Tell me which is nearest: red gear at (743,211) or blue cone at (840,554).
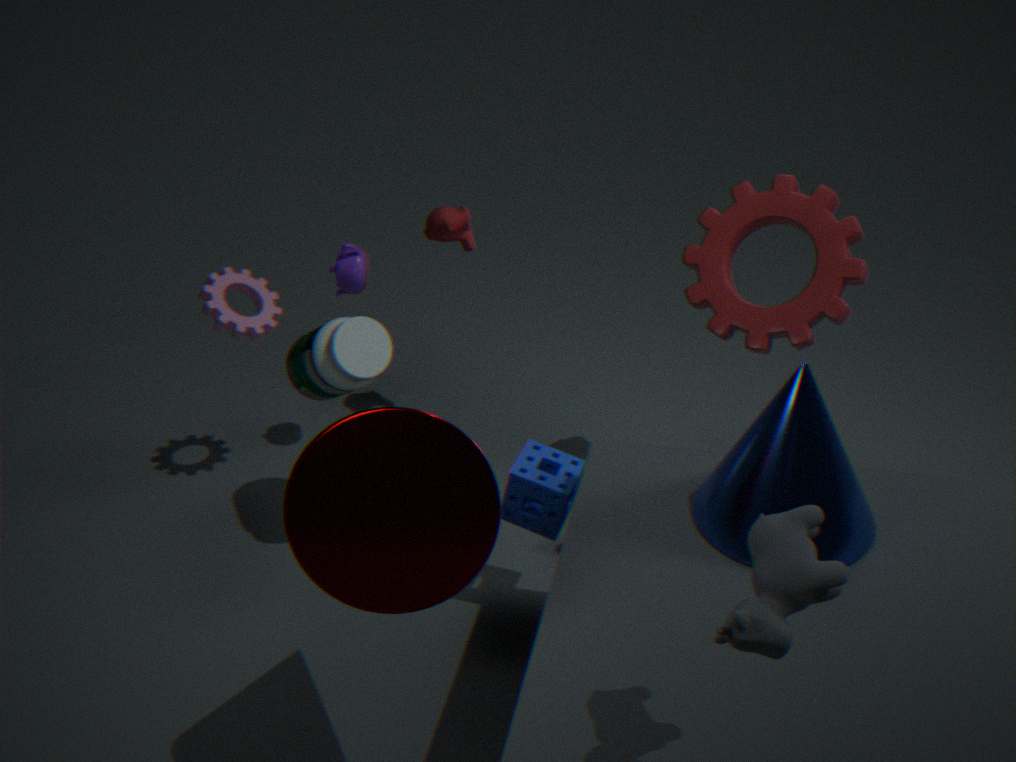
blue cone at (840,554)
